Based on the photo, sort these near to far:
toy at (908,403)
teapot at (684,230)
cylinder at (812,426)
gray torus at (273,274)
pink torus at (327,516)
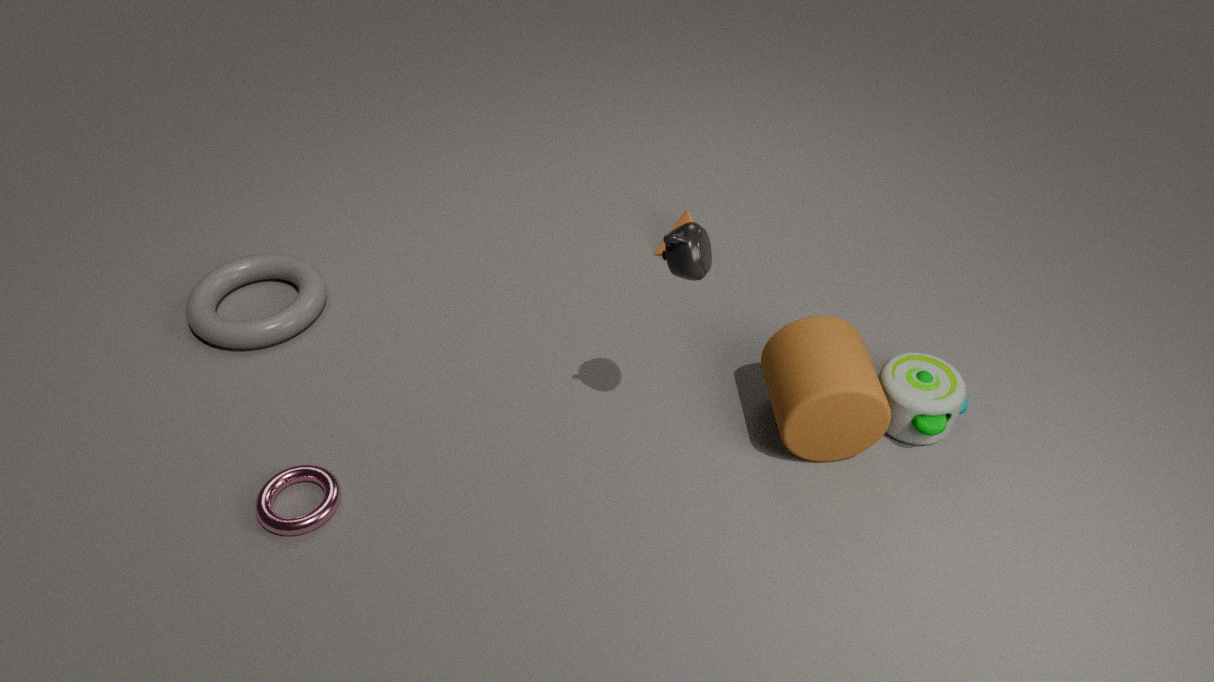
teapot at (684,230) < pink torus at (327,516) < cylinder at (812,426) < toy at (908,403) < gray torus at (273,274)
